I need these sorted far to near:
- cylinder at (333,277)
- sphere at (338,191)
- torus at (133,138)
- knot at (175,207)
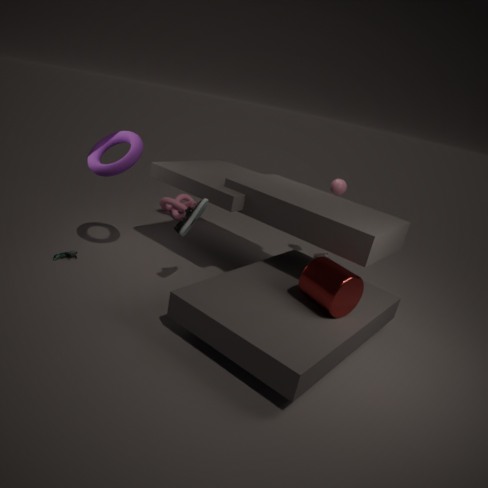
1. knot at (175,207)
2. sphere at (338,191)
3. torus at (133,138)
4. cylinder at (333,277)
